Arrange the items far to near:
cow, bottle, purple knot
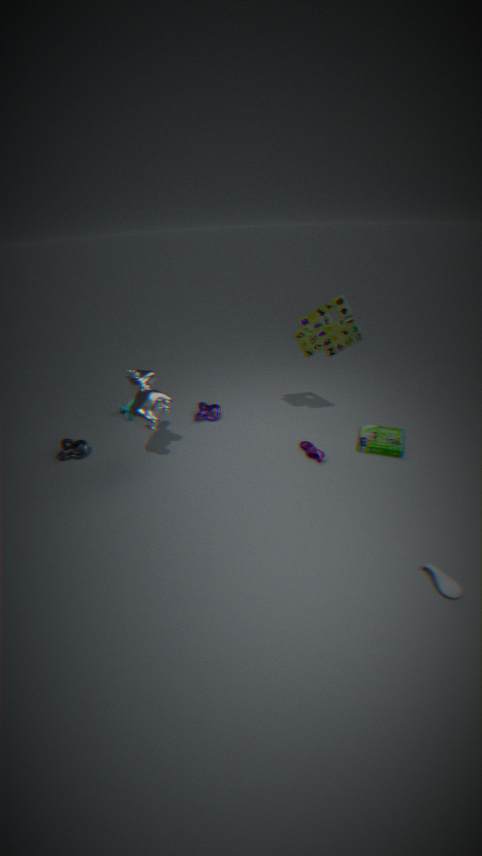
A: purple knot → cow → bottle
